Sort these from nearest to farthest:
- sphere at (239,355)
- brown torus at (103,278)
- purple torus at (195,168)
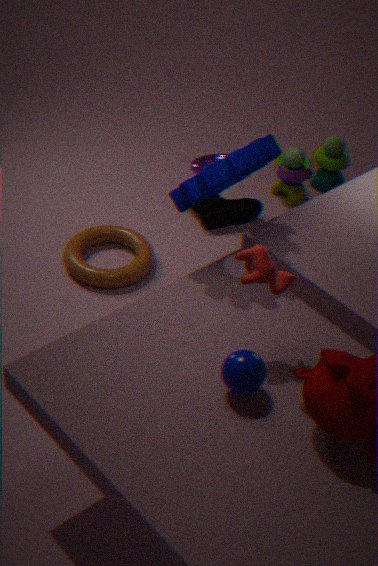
1. sphere at (239,355)
2. purple torus at (195,168)
3. brown torus at (103,278)
